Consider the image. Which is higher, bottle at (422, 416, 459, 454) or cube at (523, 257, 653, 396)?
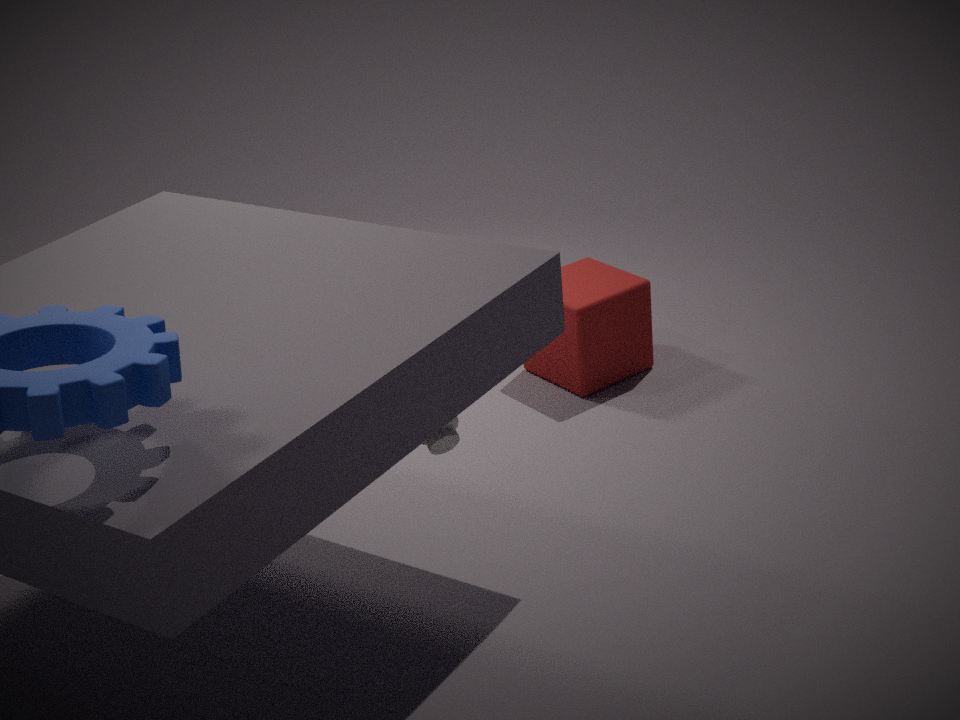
bottle at (422, 416, 459, 454)
